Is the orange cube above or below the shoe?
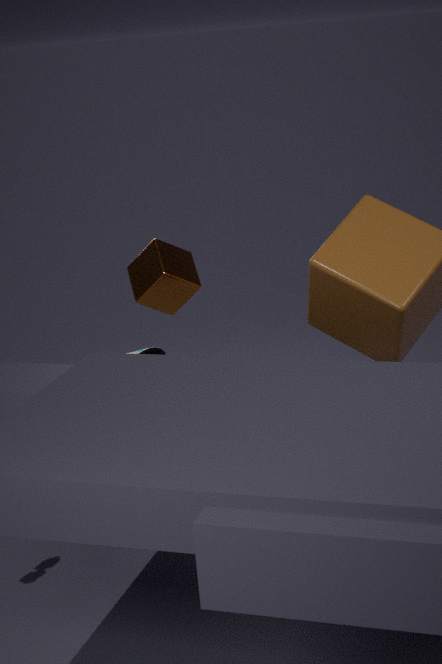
above
